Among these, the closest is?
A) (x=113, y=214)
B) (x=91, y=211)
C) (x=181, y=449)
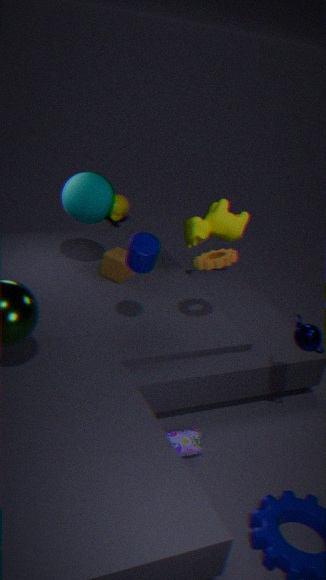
(x=181, y=449)
